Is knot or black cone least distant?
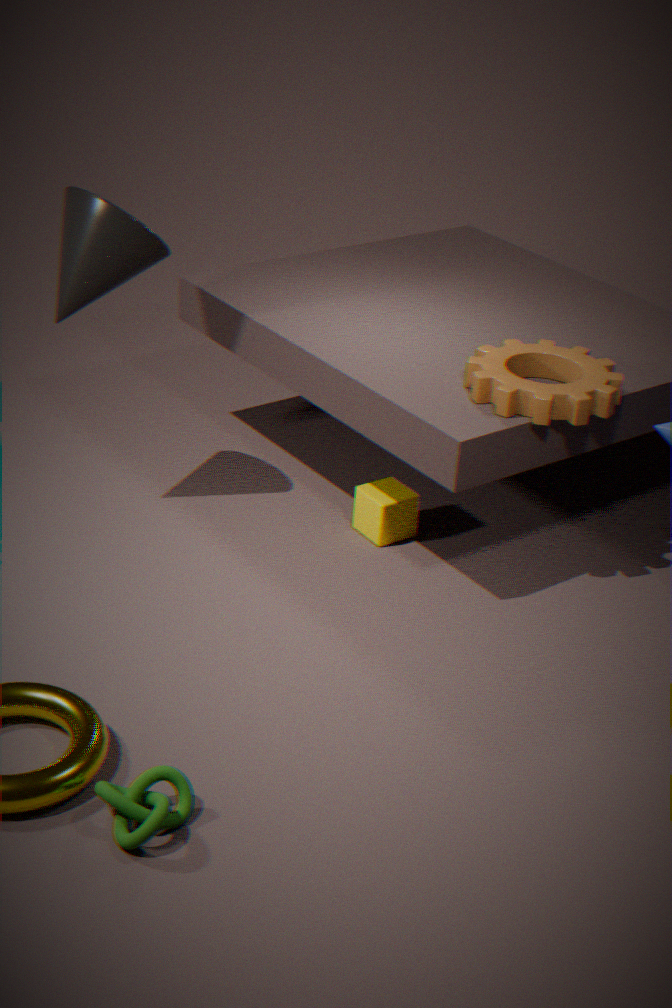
knot
